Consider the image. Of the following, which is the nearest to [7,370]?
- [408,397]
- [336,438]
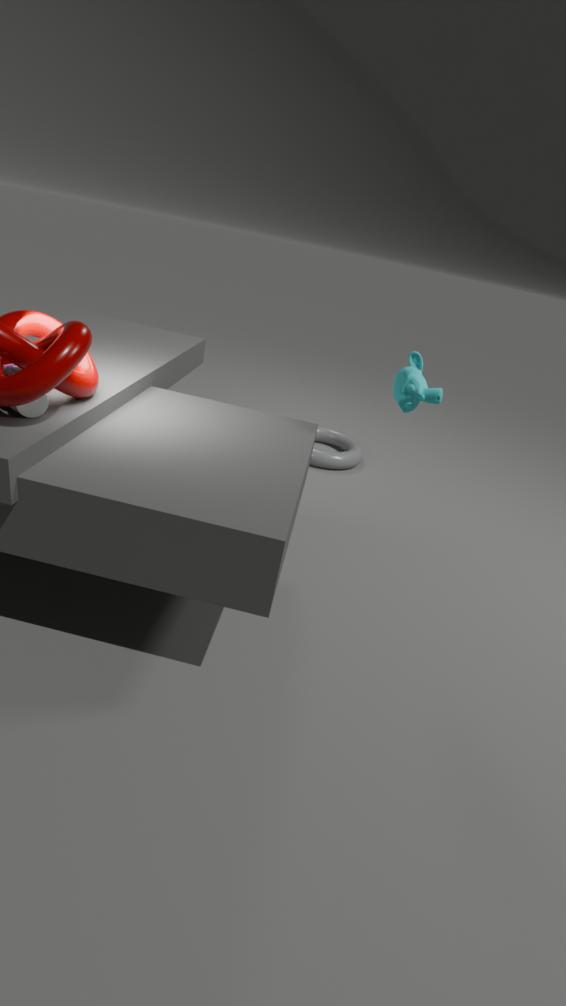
[408,397]
